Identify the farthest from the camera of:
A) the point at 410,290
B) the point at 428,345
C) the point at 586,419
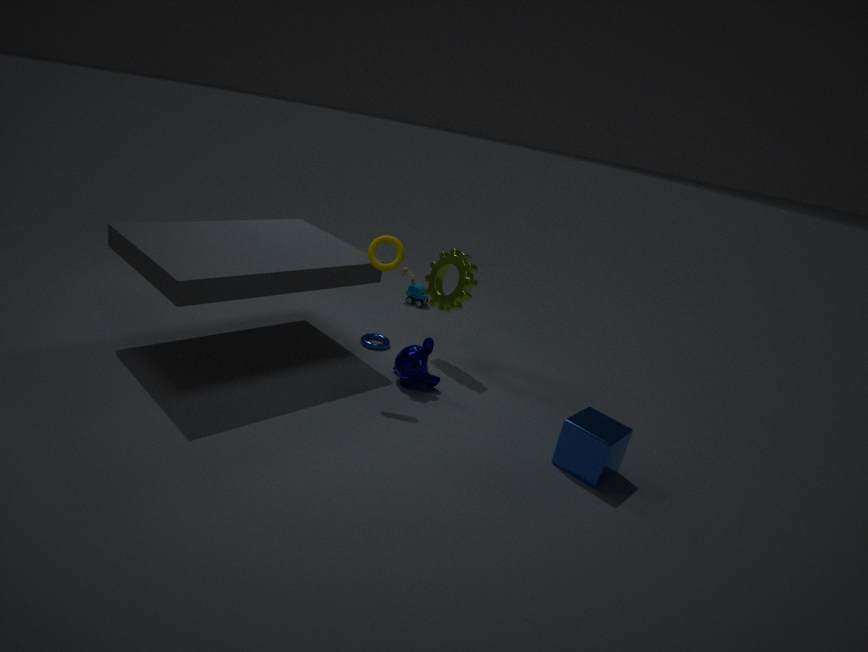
the point at 410,290
